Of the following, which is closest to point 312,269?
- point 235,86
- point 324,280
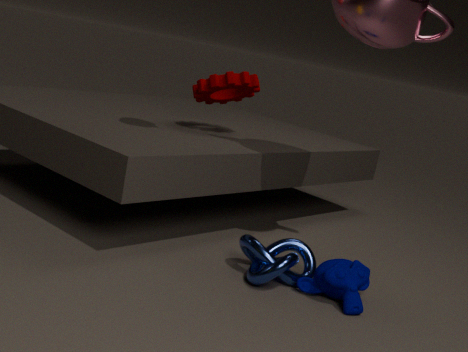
point 324,280
